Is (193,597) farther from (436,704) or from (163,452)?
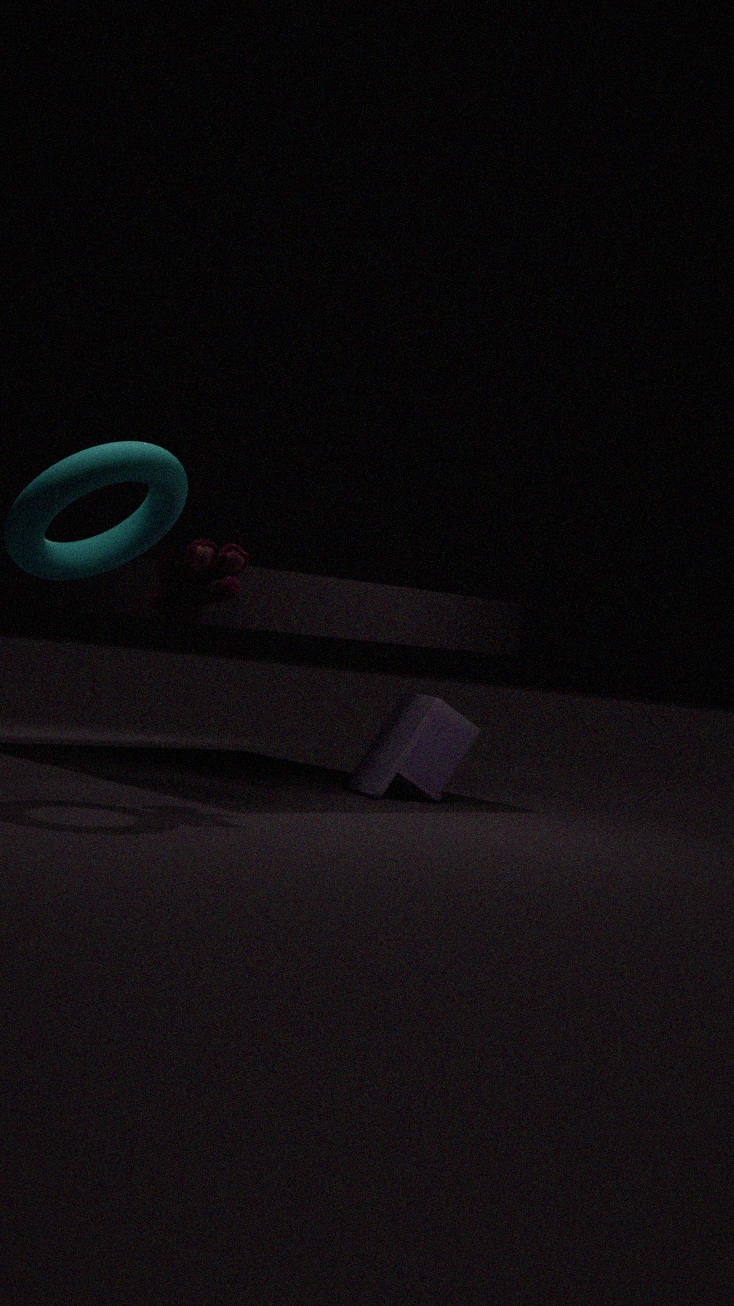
(436,704)
